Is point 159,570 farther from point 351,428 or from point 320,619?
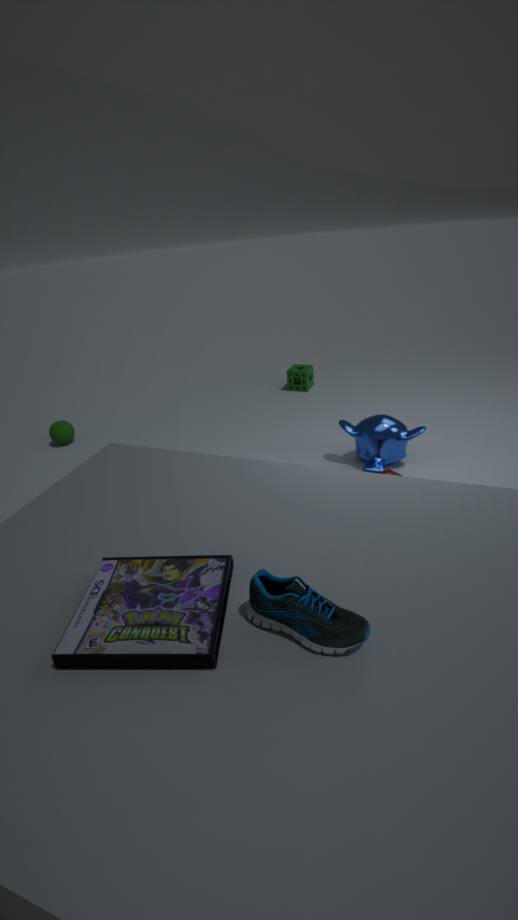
point 351,428
